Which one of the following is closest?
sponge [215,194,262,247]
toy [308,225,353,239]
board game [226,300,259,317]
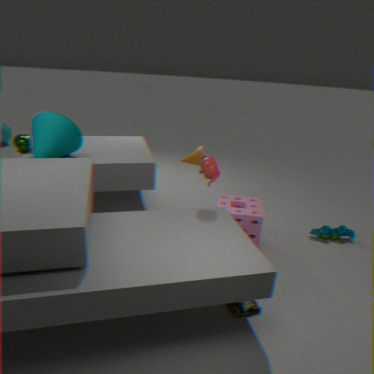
board game [226,300,259,317]
